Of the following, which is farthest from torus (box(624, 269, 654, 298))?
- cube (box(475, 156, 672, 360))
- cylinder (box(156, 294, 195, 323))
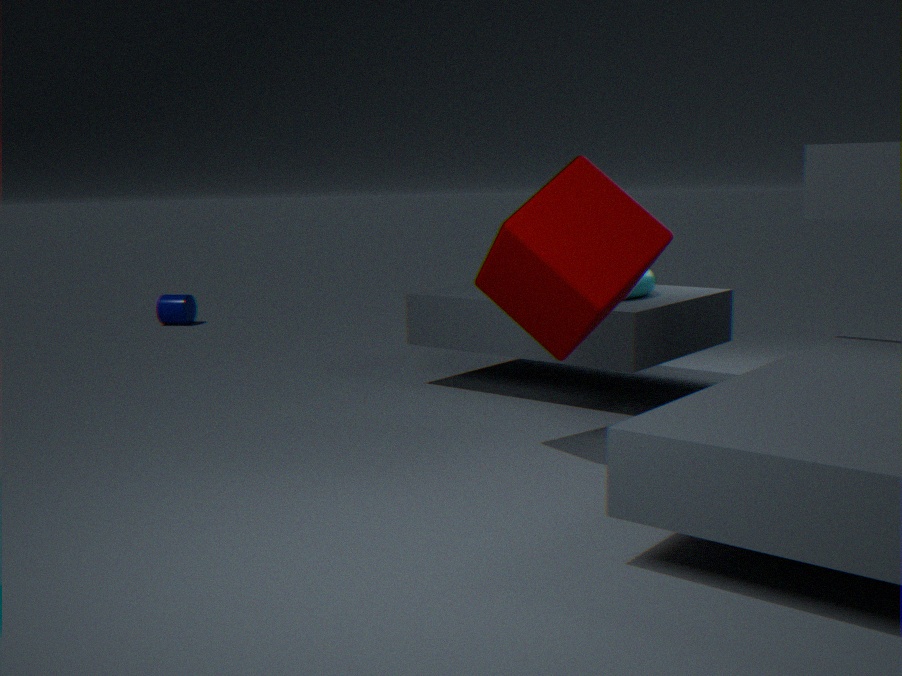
cylinder (box(156, 294, 195, 323))
